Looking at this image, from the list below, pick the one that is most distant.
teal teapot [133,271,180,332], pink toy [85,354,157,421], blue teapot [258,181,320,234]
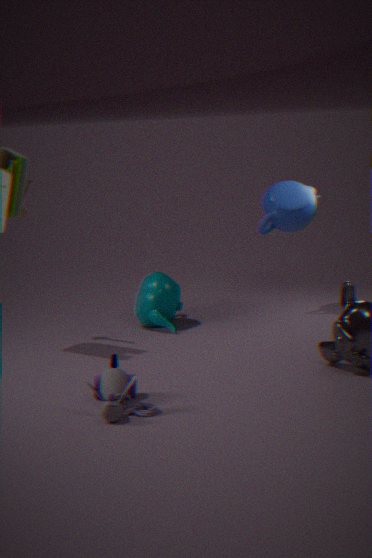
blue teapot [258,181,320,234]
